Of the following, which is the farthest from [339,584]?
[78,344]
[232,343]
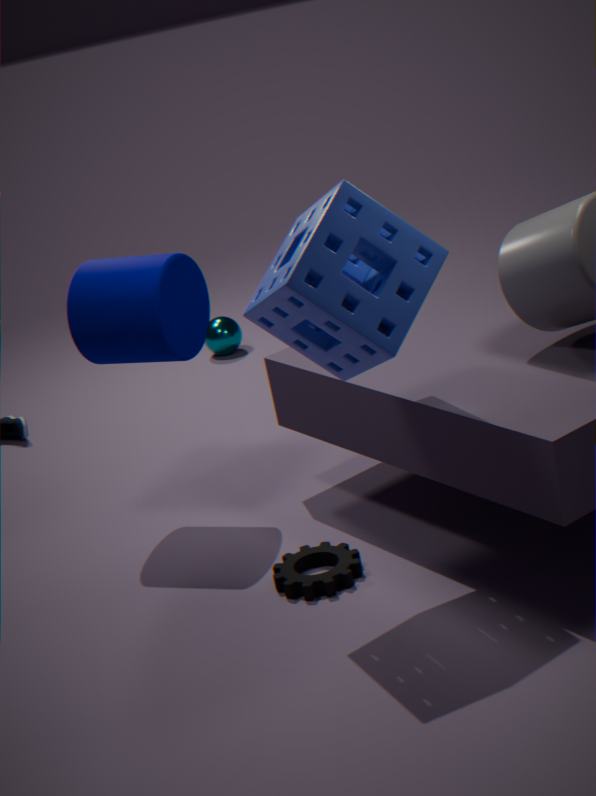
[232,343]
